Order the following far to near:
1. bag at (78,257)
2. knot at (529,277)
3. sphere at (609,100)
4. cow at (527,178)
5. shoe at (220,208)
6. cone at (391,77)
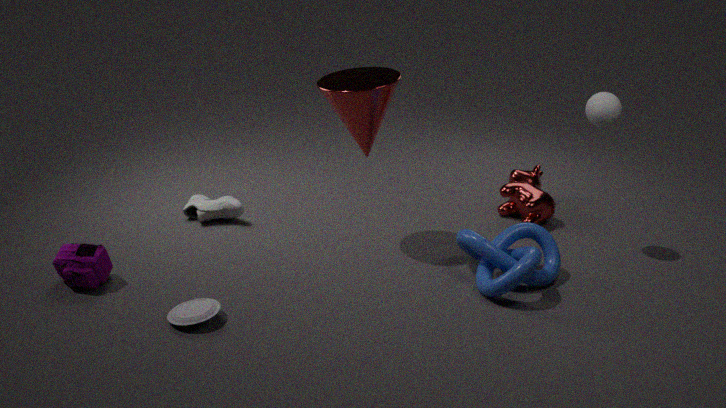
cow at (527,178), shoe at (220,208), sphere at (609,100), cone at (391,77), knot at (529,277), bag at (78,257)
